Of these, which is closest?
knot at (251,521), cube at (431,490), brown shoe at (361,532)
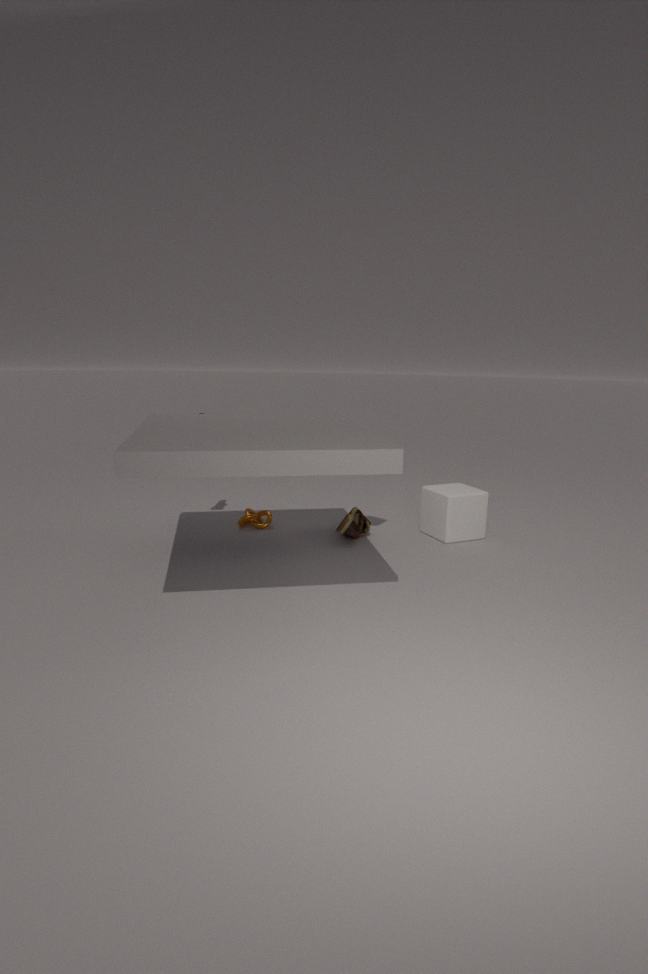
brown shoe at (361,532)
